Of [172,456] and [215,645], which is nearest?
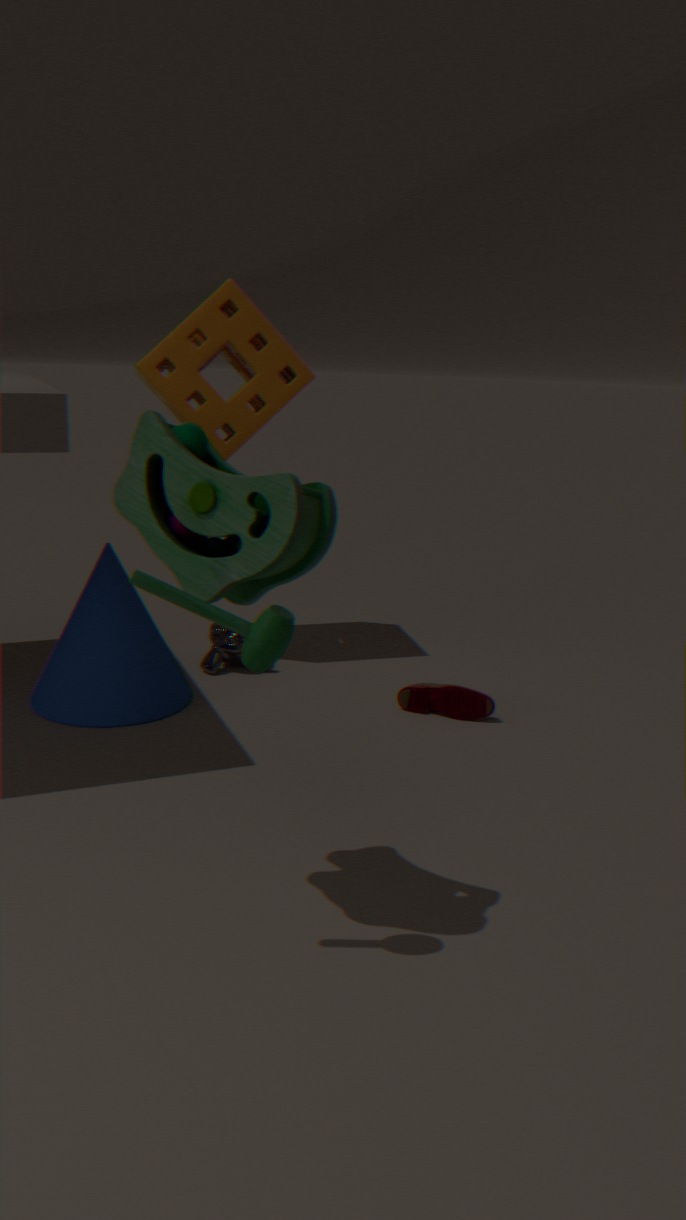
[172,456]
